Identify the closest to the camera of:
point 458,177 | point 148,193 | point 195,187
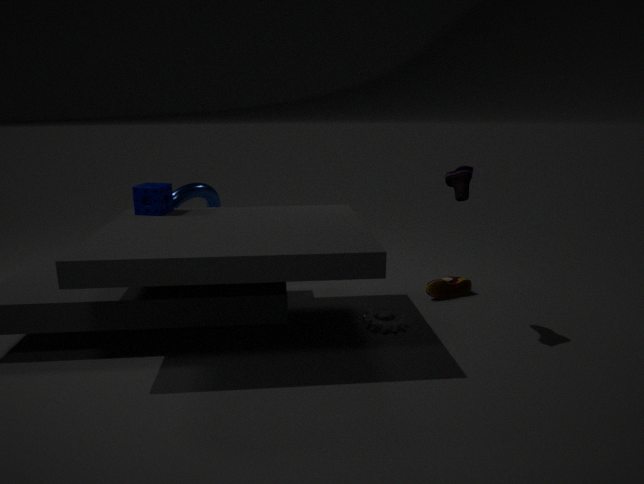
point 458,177
